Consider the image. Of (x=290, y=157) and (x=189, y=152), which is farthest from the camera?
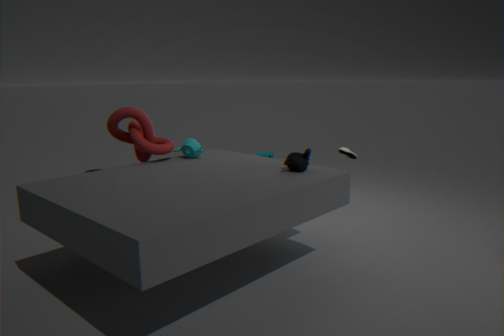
(x=189, y=152)
